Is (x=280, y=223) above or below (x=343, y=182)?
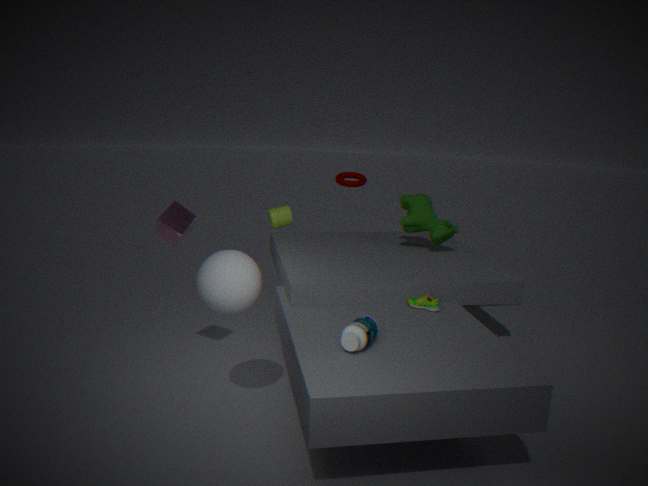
below
